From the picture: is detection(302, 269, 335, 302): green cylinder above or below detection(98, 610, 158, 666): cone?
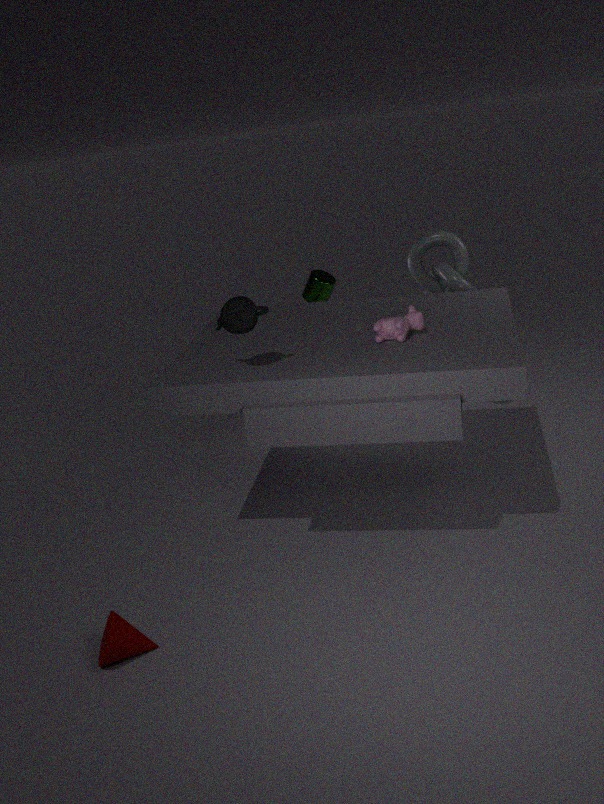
above
